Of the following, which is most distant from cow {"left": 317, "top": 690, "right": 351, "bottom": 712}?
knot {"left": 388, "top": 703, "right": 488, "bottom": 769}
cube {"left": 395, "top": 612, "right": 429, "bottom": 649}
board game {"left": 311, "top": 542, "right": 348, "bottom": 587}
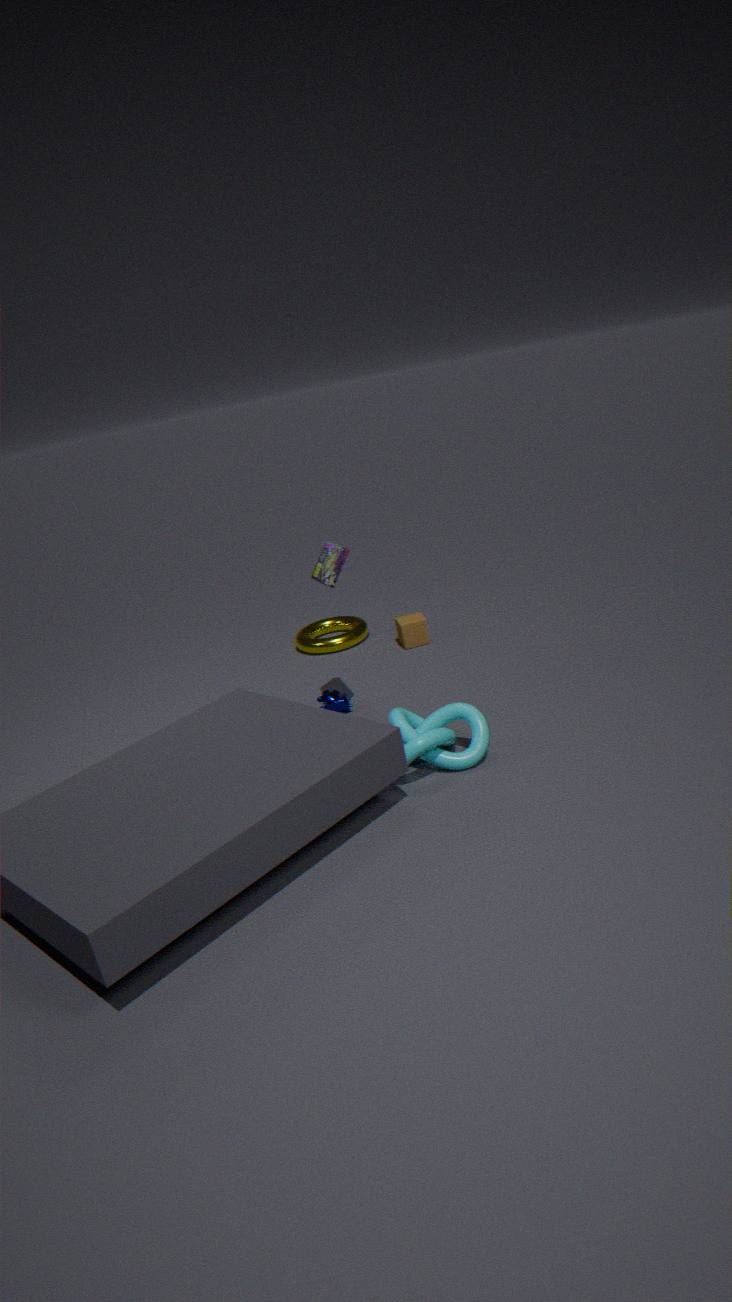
cube {"left": 395, "top": 612, "right": 429, "bottom": 649}
